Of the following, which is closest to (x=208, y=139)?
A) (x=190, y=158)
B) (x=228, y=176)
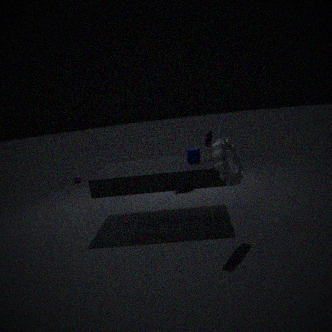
(x=190, y=158)
